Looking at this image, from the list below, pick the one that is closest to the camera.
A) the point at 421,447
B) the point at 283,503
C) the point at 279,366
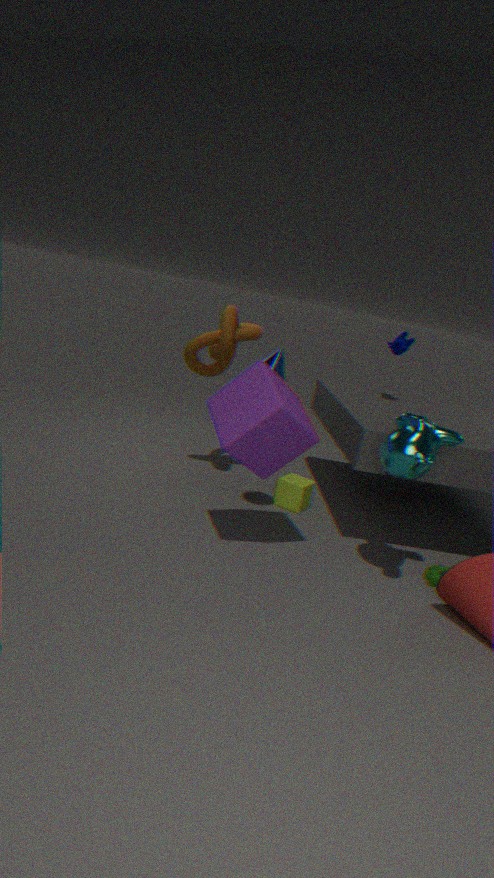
A. the point at 421,447
